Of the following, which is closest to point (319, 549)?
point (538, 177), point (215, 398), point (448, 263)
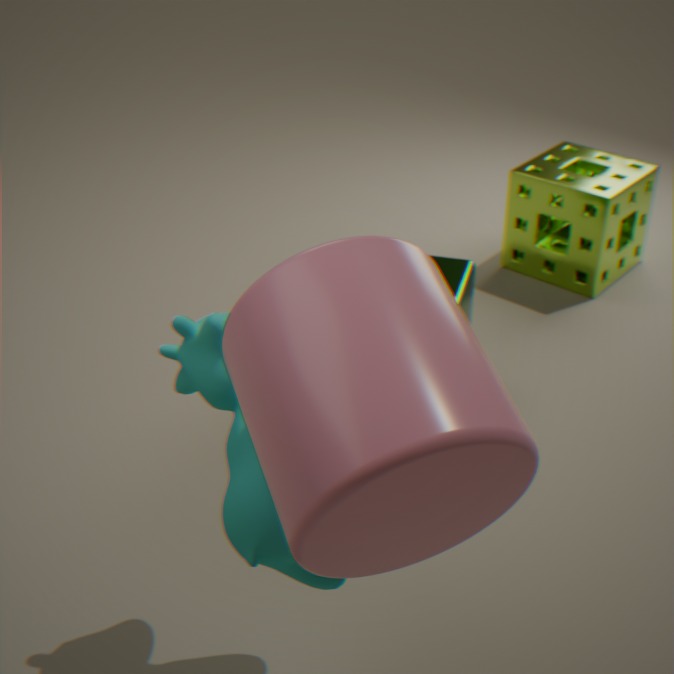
point (215, 398)
